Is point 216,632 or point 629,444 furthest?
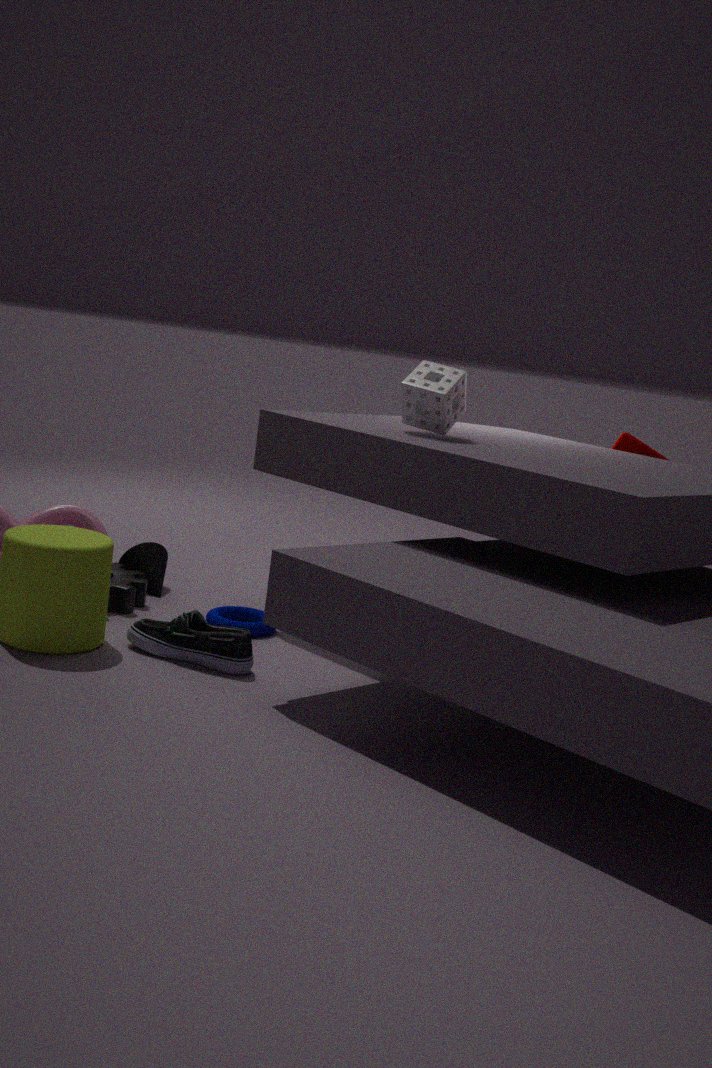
point 629,444
